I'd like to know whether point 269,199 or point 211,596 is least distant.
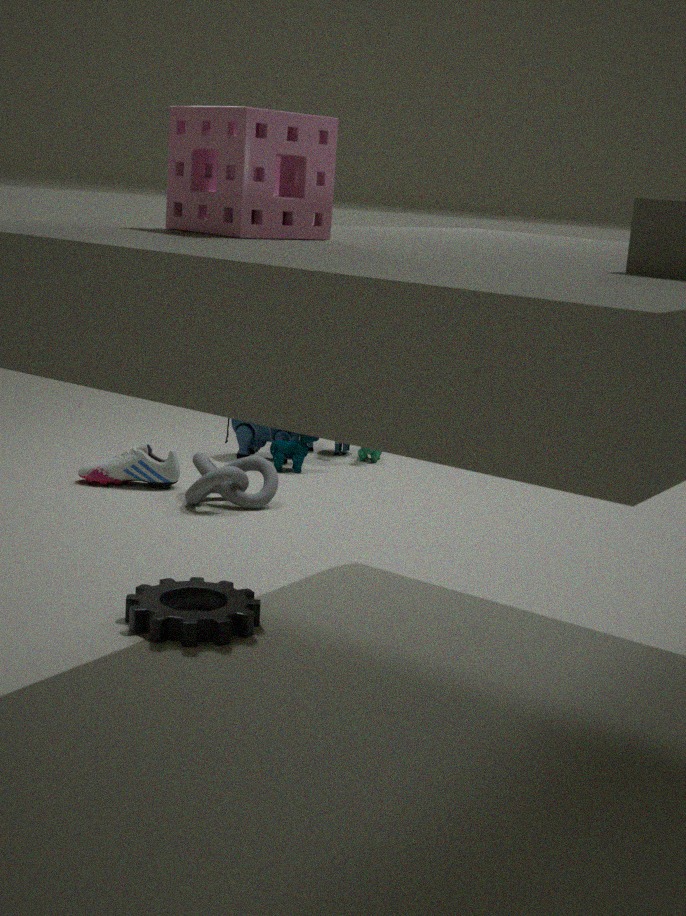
point 269,199
